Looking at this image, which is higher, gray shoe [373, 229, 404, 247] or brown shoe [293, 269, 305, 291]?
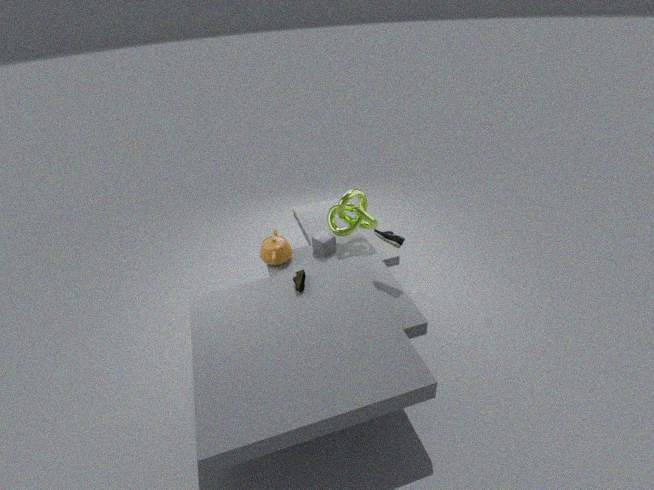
gray shoe [373, 229, 404, 247]
